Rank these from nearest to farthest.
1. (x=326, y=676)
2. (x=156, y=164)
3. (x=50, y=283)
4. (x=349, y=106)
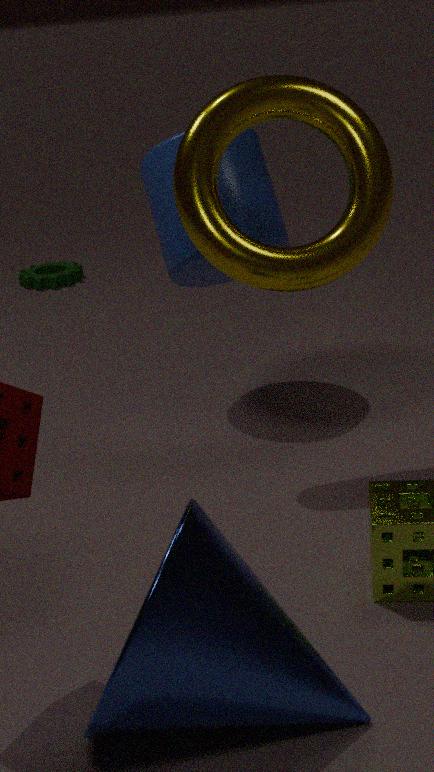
(x=326, y=676) → (x=349, y=106) → (x=156, y=164) → (x=50, y=283)
